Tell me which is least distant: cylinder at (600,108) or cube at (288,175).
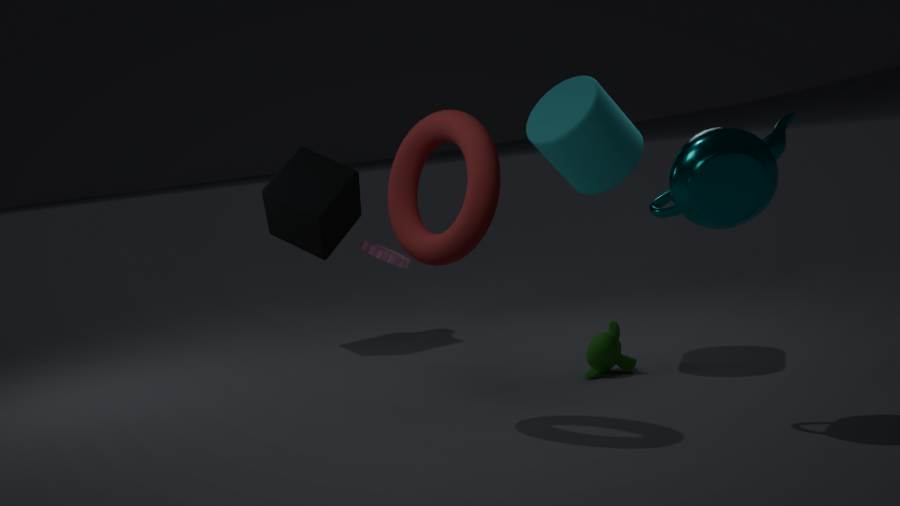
cylinder at (600,108)
